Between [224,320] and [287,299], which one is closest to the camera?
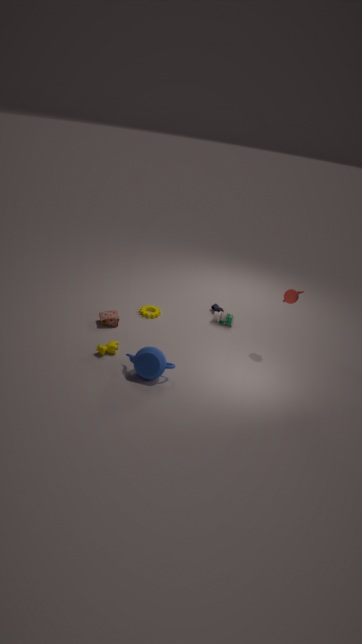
[287,299]
